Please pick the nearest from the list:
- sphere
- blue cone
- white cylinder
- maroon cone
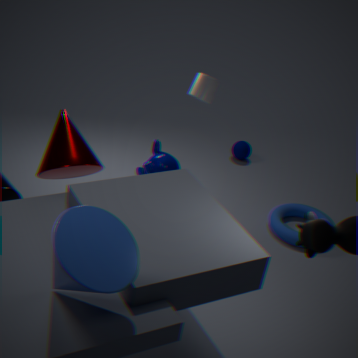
blue cone
